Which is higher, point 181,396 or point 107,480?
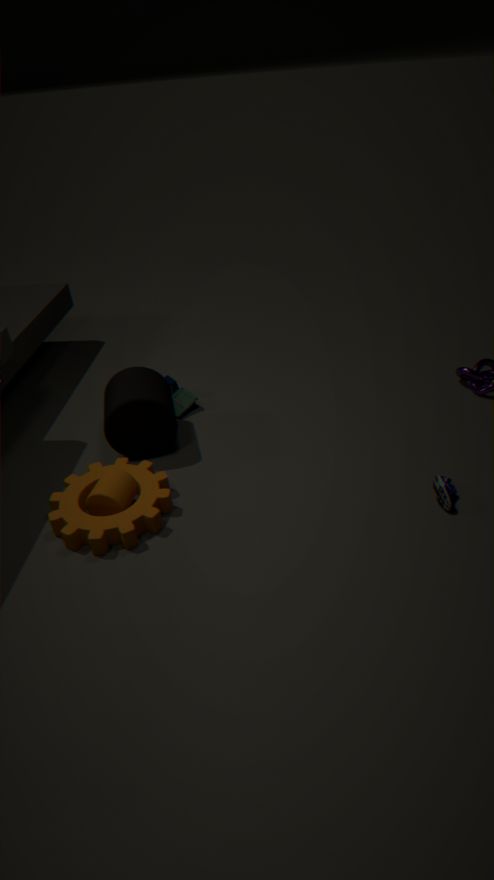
point 107,480
